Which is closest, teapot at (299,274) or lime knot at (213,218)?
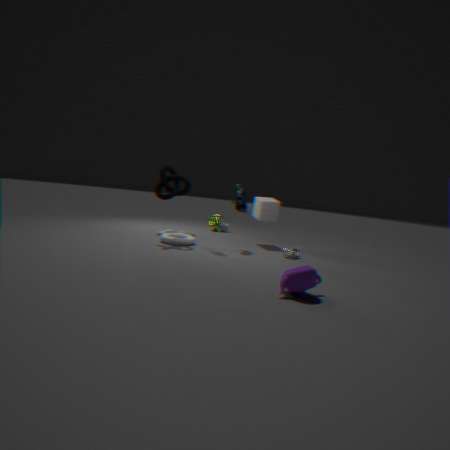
teapot at (299,274)
